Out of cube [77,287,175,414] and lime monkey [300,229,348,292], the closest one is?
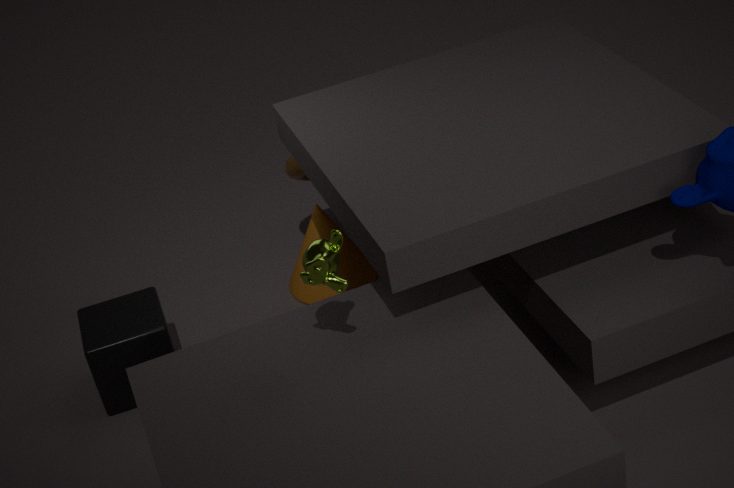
lime monkey [300,229,348,292]
